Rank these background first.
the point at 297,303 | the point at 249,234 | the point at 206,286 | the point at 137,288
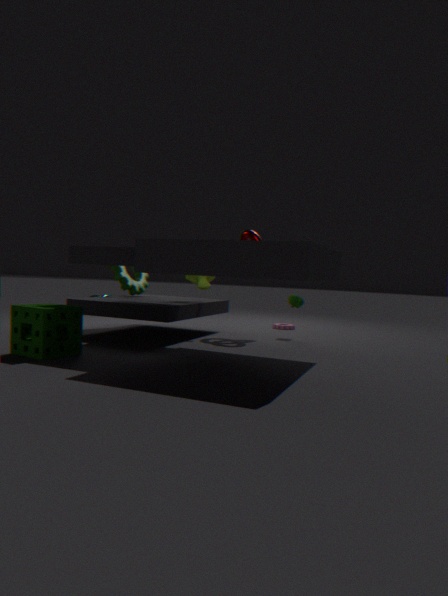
the point at 137,288 → the point at 297,303 → the point at 249,234 → the point at 206,286
